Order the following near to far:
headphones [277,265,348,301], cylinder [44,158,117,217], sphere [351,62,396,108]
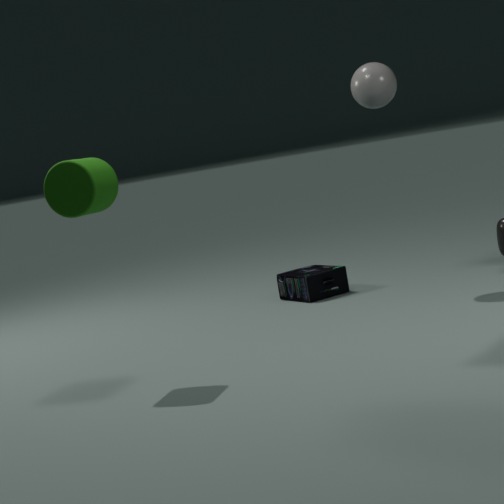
cylinder [44,158,117,217] → sphere [351,62,396,108] → headphones [277,265,348,301]
